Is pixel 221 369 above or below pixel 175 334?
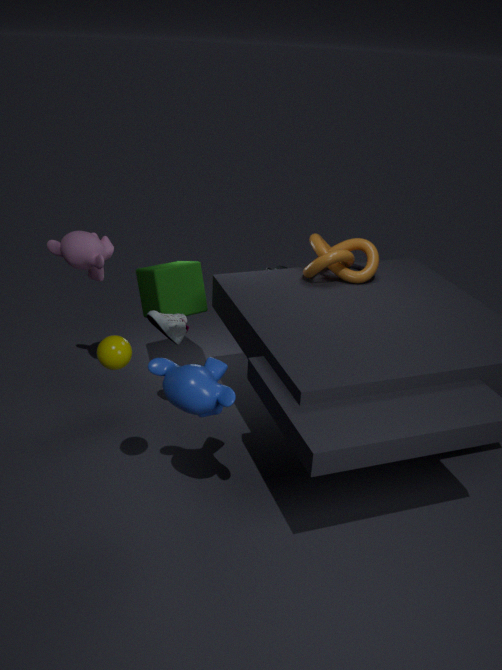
above
